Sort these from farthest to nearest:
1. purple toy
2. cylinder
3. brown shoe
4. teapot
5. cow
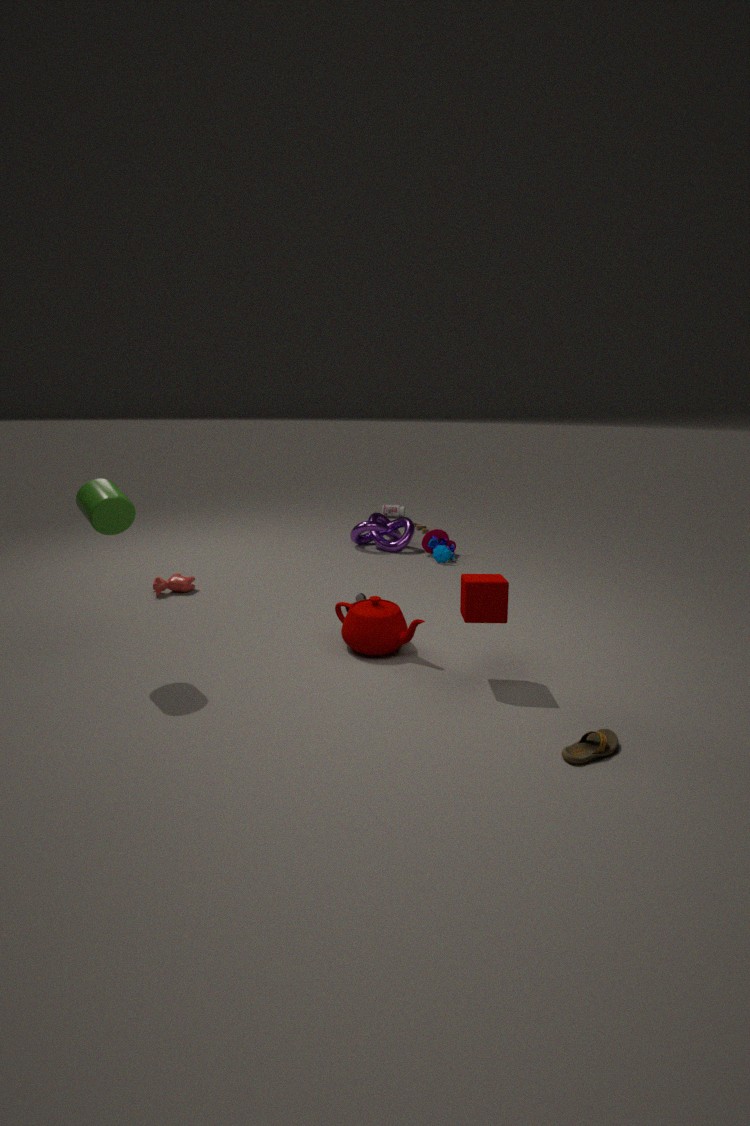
purple toy, cow, teapot, cylinder, brown shoe
